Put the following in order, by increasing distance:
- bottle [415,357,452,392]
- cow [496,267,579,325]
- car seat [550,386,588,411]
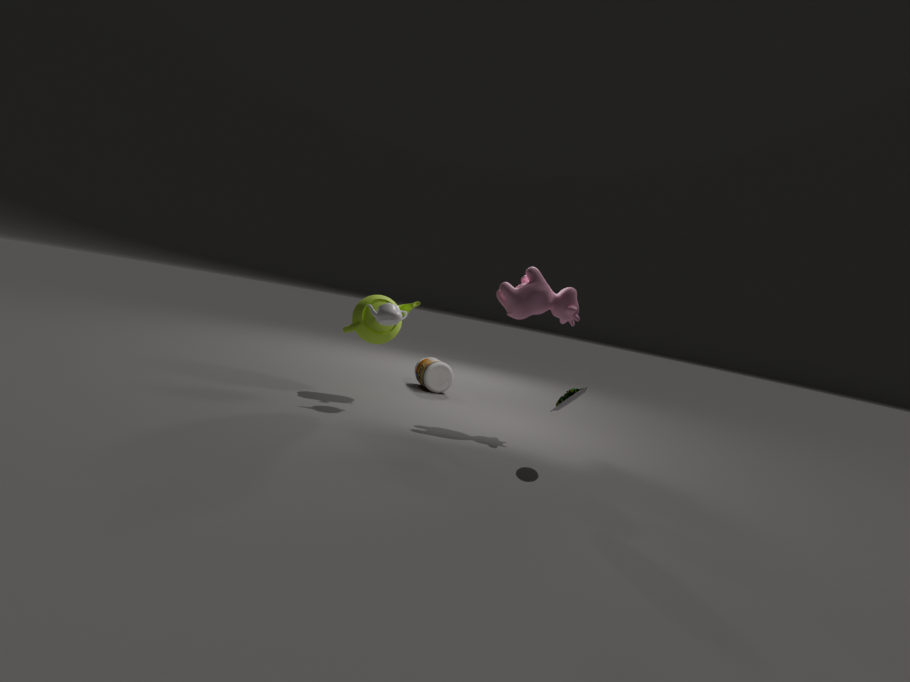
1. car seat [550,386,588,411]
2. cow [496,267,579,325]
3. bottle [415,357,452,392]
